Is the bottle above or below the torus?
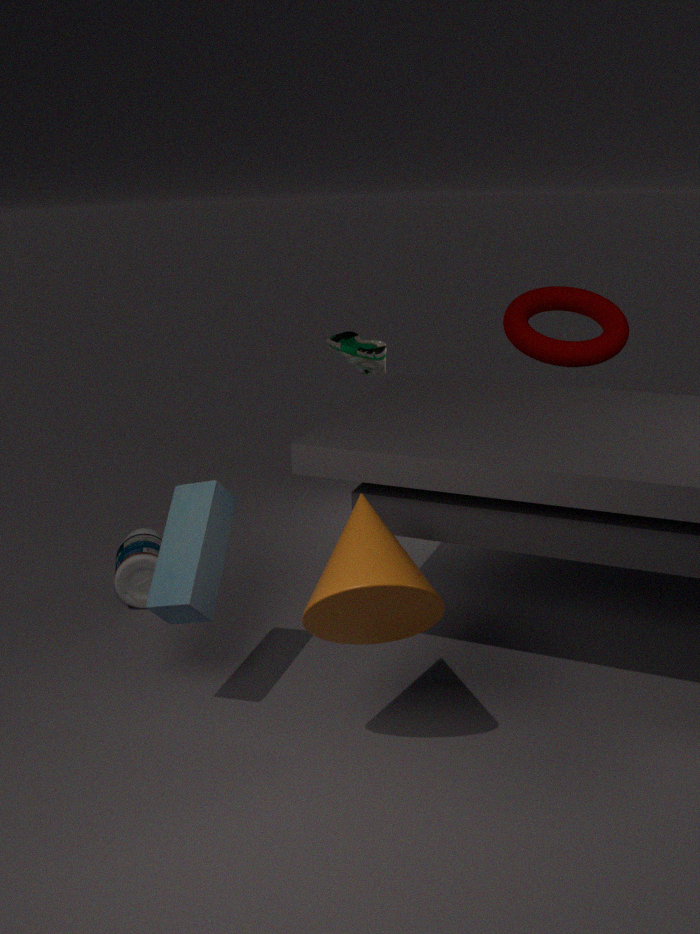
below
